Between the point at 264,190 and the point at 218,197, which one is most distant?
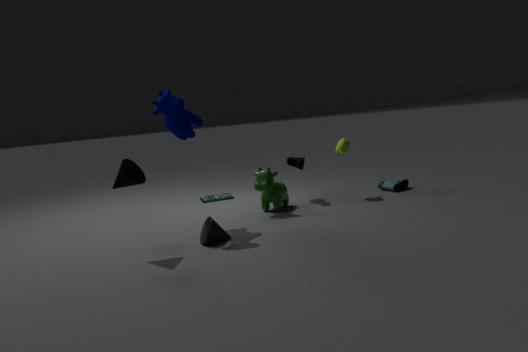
the point at 218,197
